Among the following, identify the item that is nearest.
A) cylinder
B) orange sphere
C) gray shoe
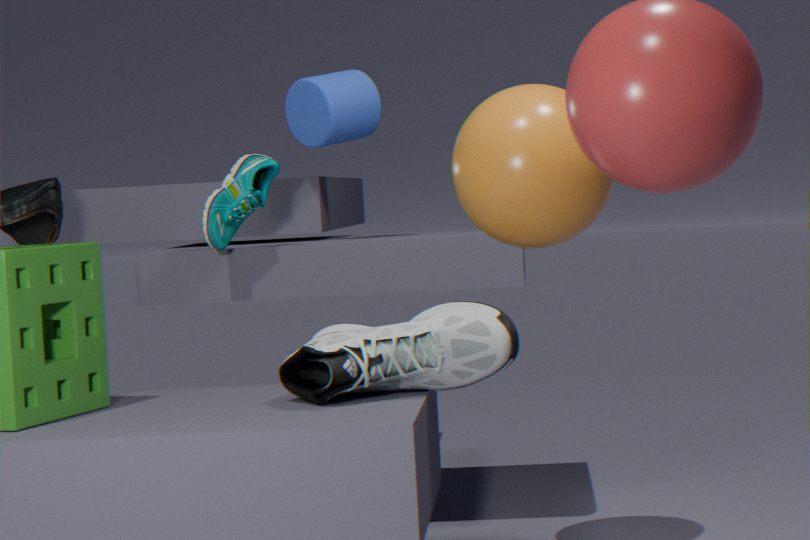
gray shoe
